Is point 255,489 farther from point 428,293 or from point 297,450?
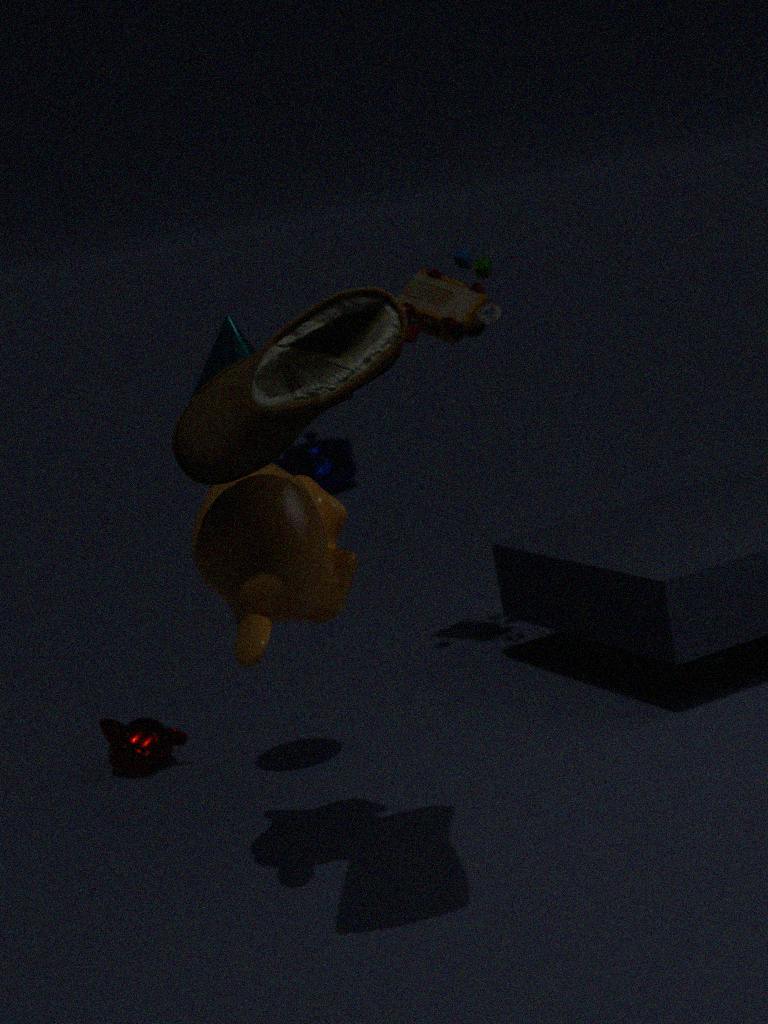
point 297,450
